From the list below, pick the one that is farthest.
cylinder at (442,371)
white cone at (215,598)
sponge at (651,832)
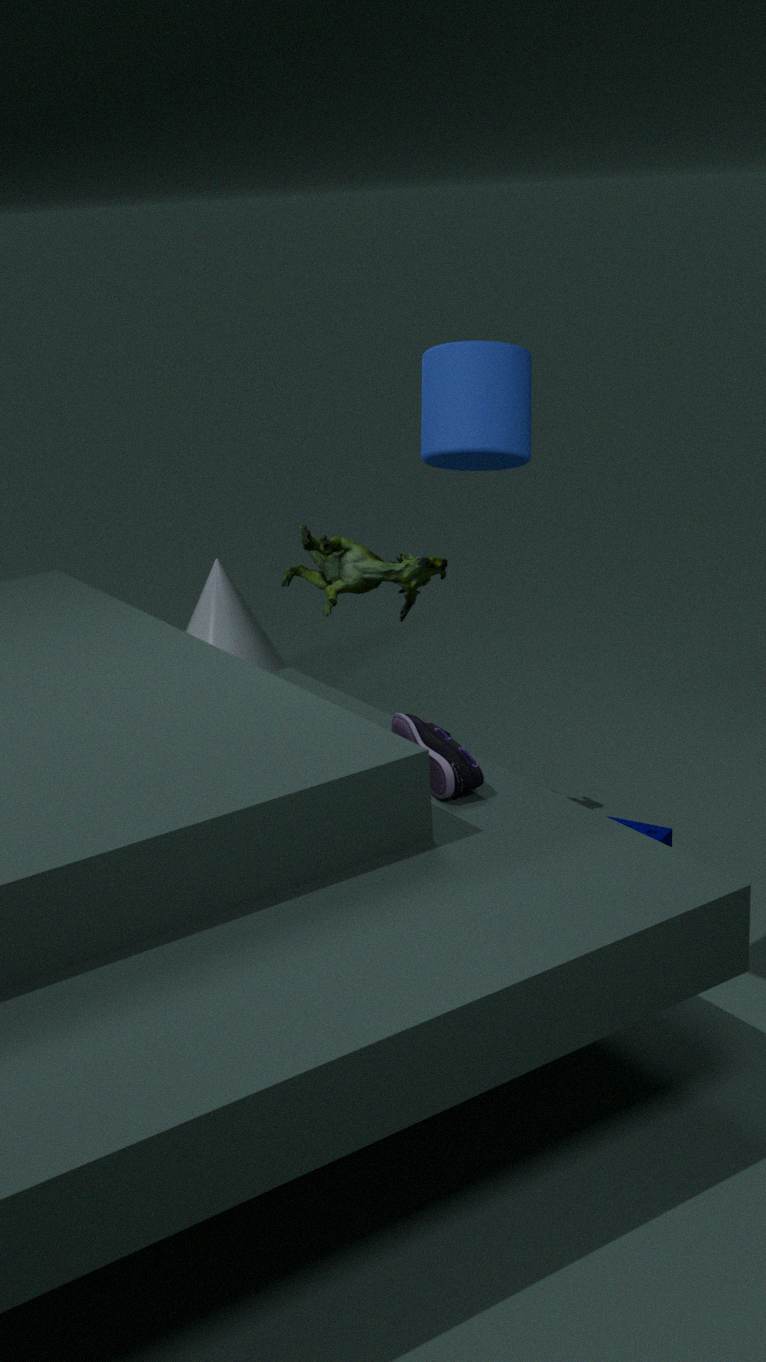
white cone at (215,598)
